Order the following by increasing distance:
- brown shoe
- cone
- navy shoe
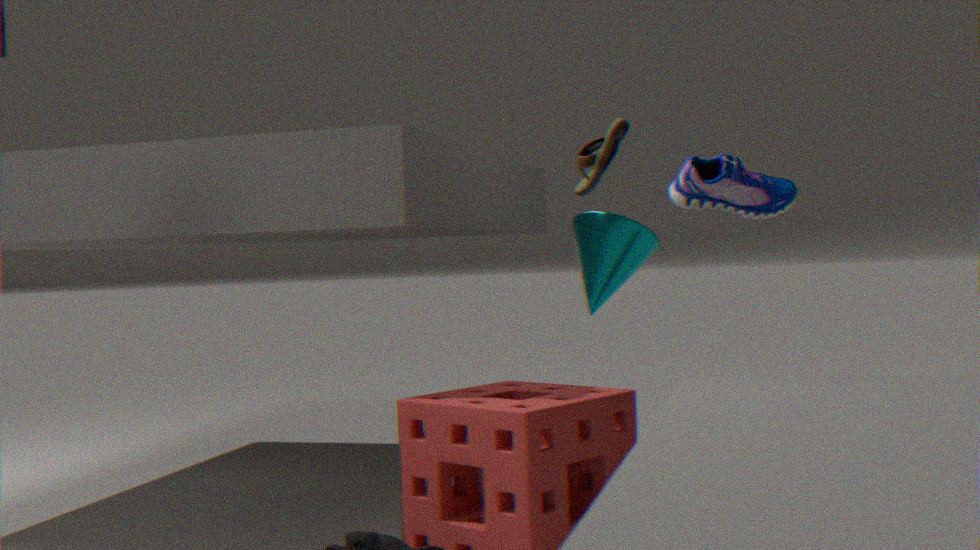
cone → brown shoe → navy shoe
